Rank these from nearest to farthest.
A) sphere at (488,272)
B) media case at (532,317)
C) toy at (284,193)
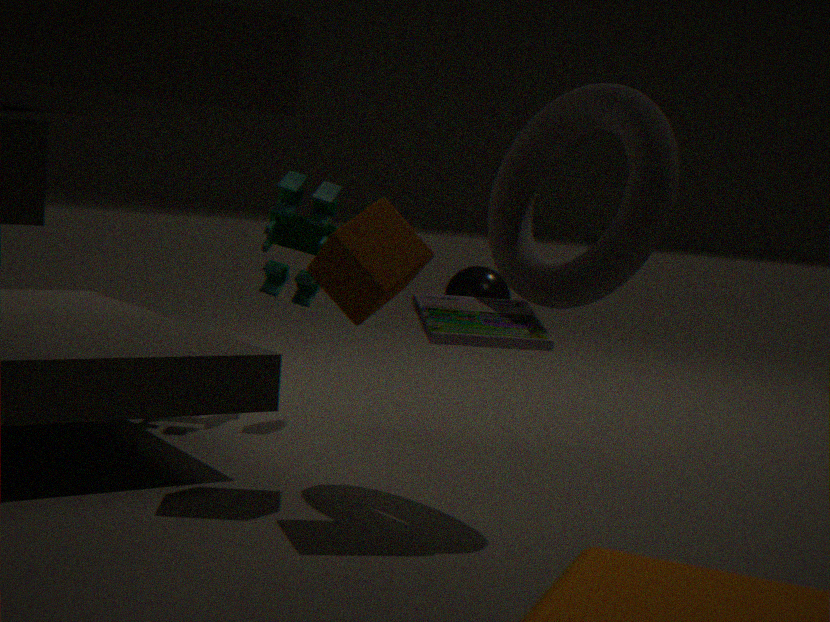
media case at (532,317) < toy at (284,193) < sphere at (488,272)
